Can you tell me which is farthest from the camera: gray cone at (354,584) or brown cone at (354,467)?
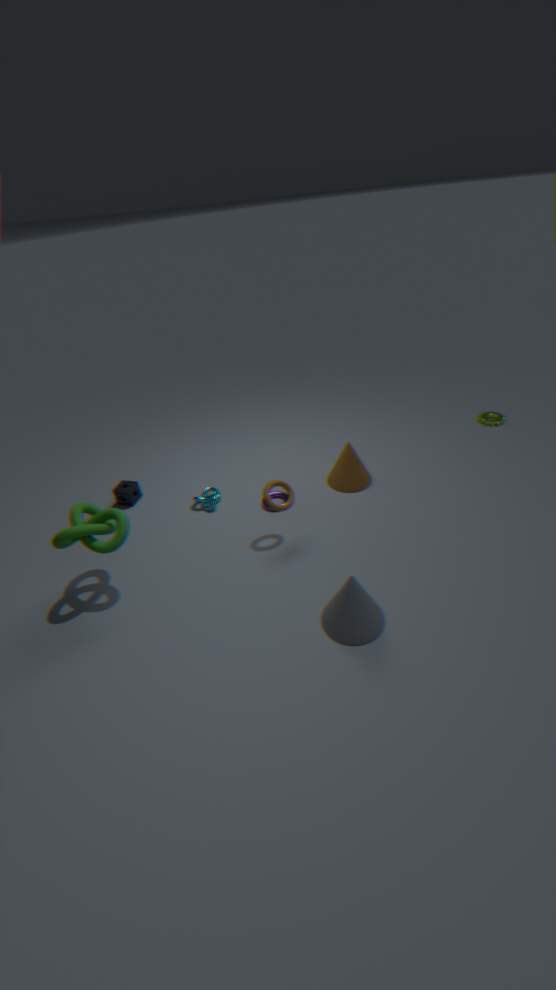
brown cone at (354,467)
